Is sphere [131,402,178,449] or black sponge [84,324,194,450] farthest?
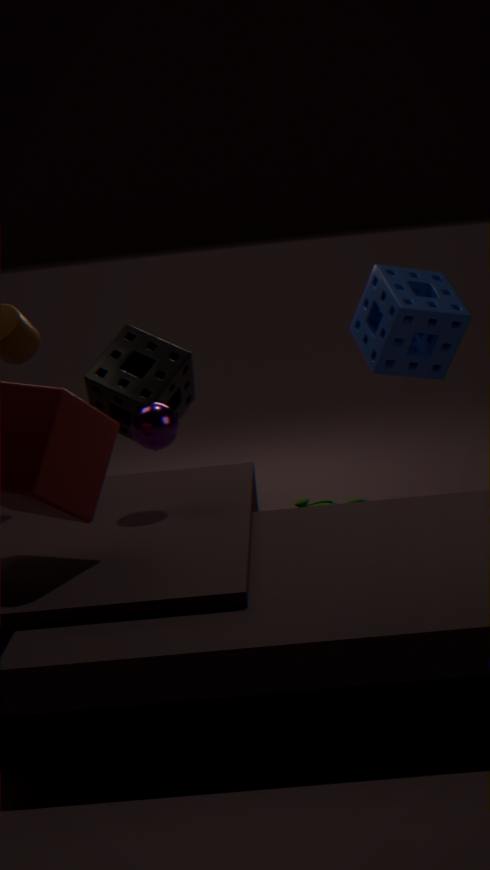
black sponge [84,324,194,450]
